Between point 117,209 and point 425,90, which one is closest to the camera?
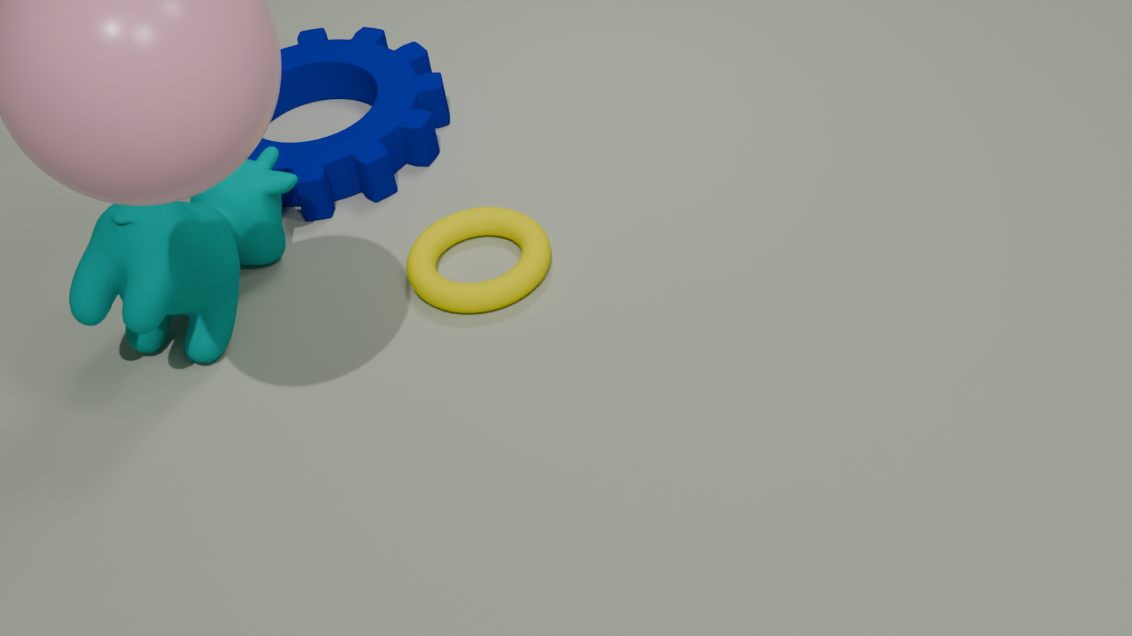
point 117,209
